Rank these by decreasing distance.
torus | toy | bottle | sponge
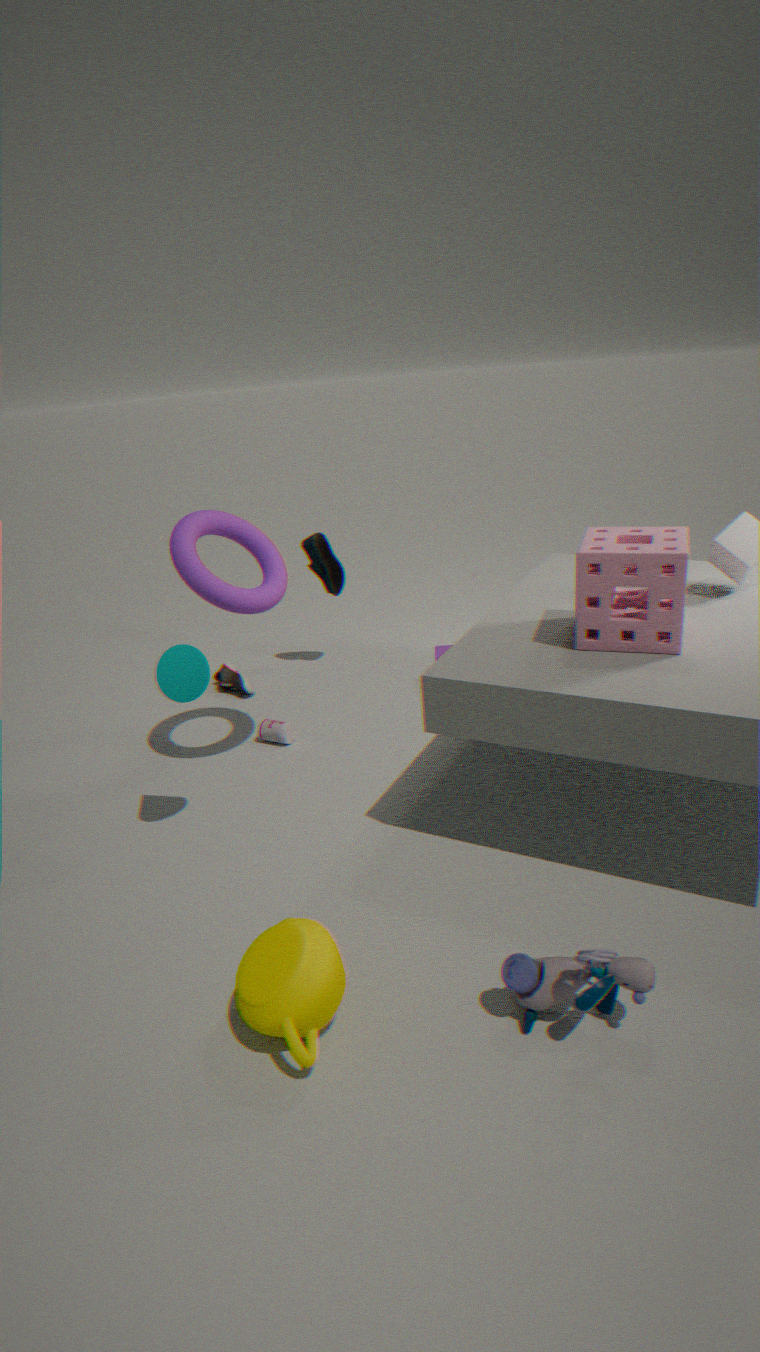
bottle
torus
sponge
toy
